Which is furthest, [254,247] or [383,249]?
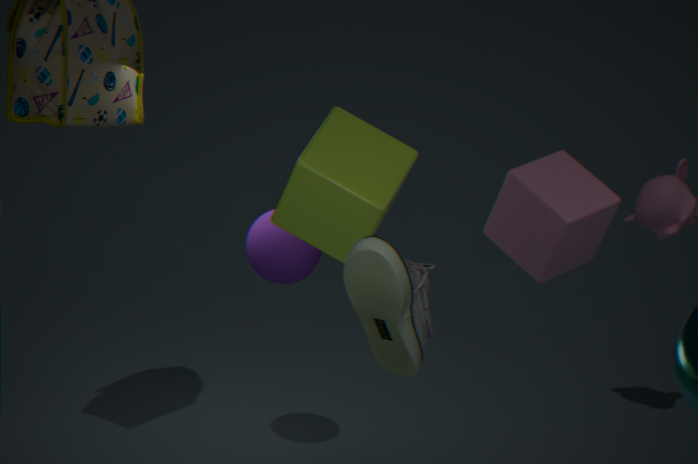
[254,247]
